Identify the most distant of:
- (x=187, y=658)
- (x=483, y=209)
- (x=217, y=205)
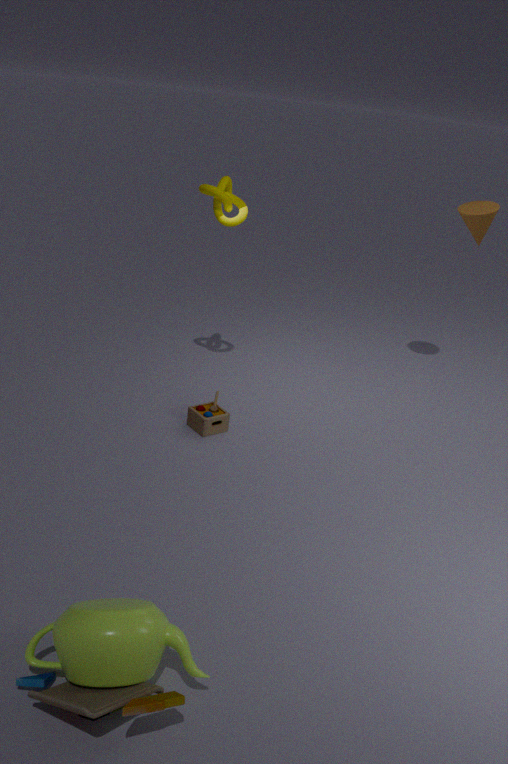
(x=483, y=209)
